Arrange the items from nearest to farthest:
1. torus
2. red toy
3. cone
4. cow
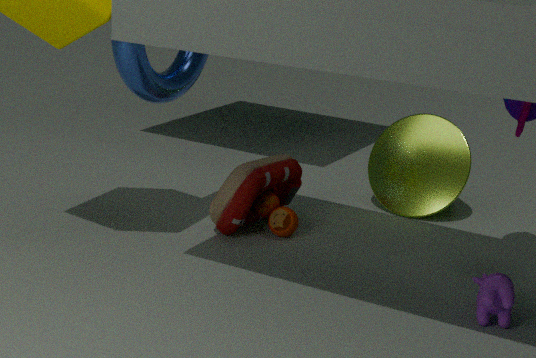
cow
torus
red toy
cone
